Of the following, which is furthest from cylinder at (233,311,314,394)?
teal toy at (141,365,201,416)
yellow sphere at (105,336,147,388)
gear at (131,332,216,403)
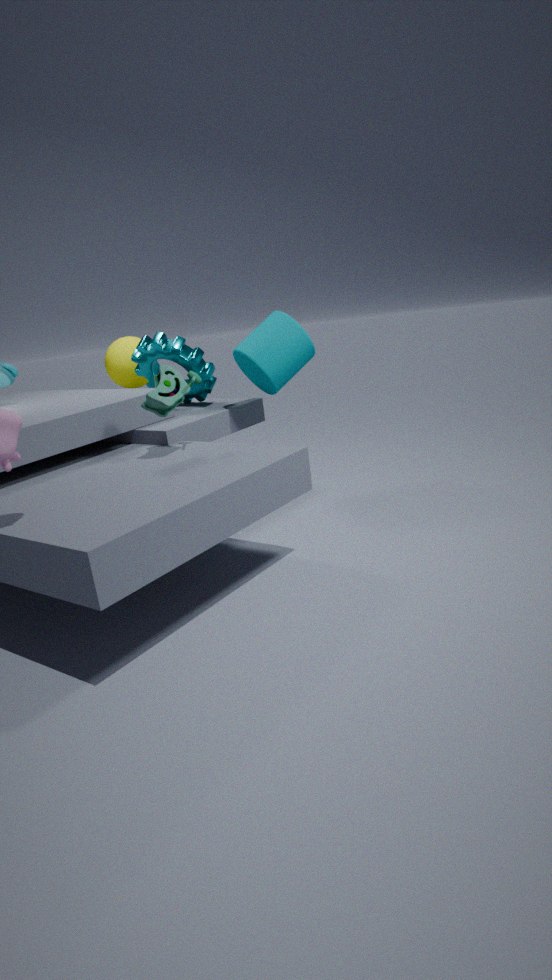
yellow sphere at (105,336,147,388)
